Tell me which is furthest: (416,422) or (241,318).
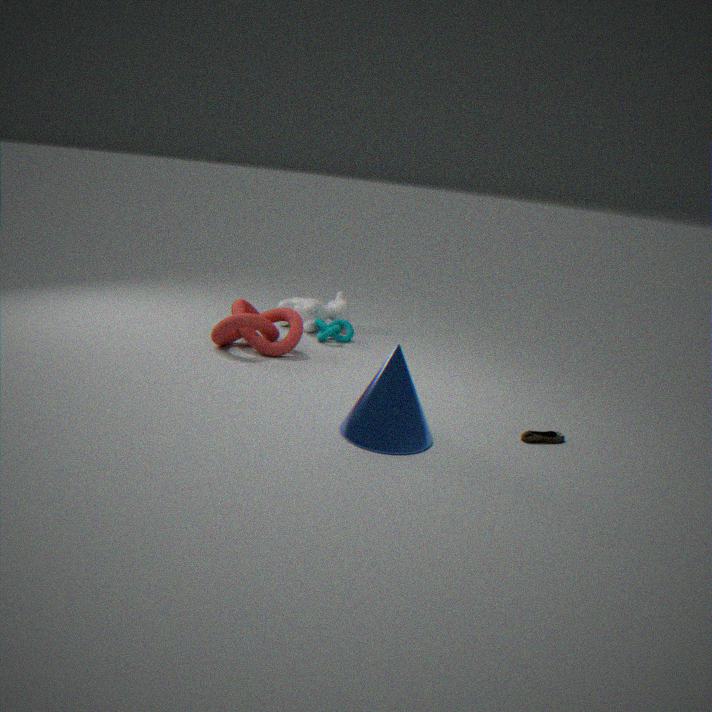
(241,318)
